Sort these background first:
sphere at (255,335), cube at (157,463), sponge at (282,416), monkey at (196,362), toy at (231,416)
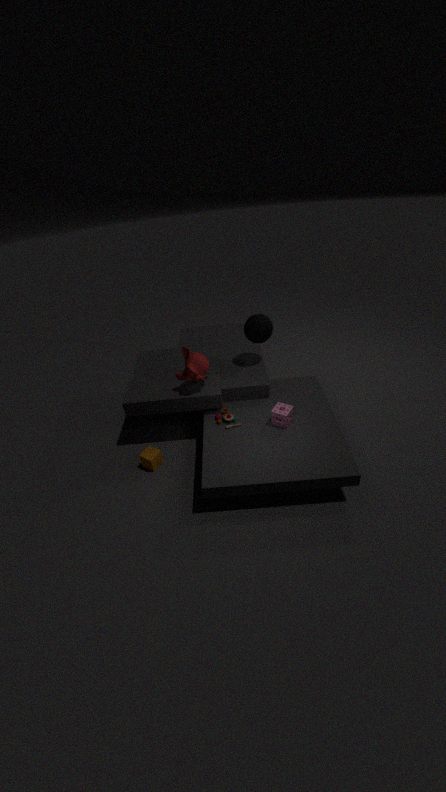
sphere at (255,335) < cube at (157,463) < toy at (231,416) < monkey at (196,362) < sponge at (282,416)
